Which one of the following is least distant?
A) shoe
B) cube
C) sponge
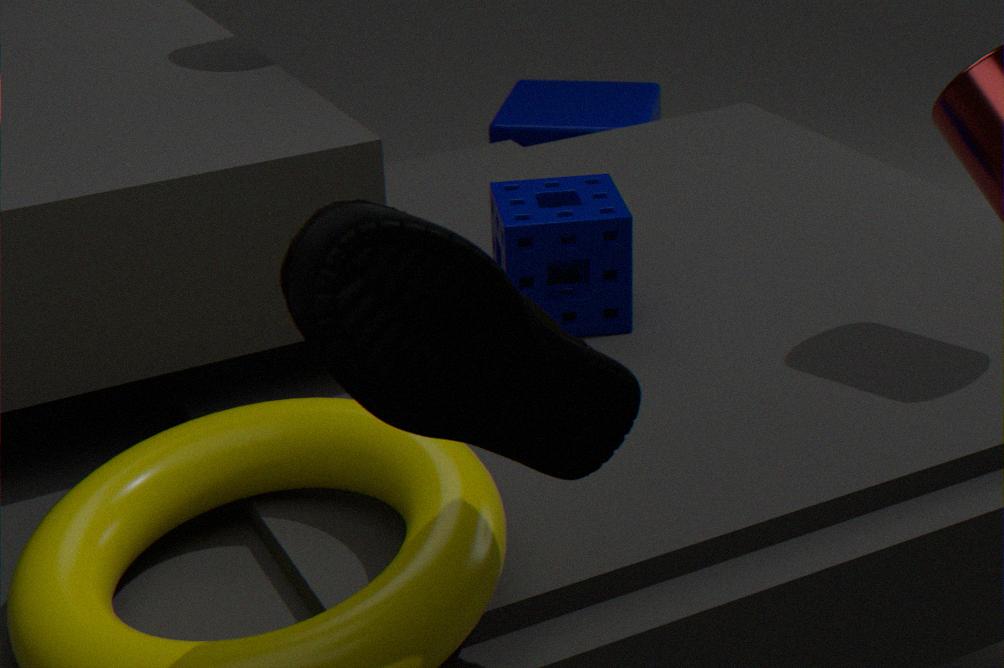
shoe
